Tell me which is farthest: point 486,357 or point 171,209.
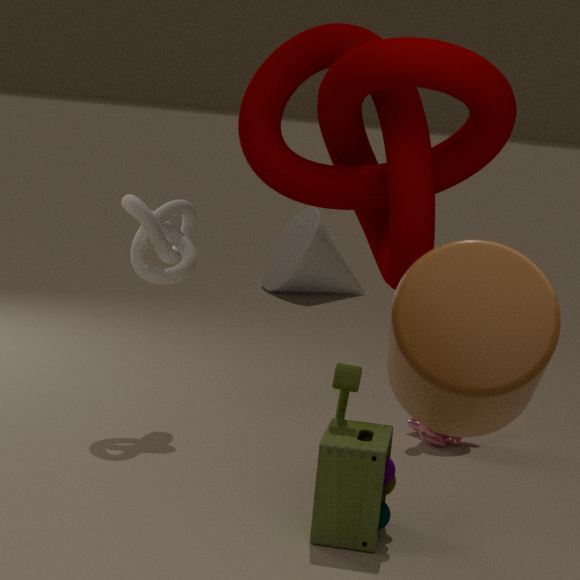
point 171,209
